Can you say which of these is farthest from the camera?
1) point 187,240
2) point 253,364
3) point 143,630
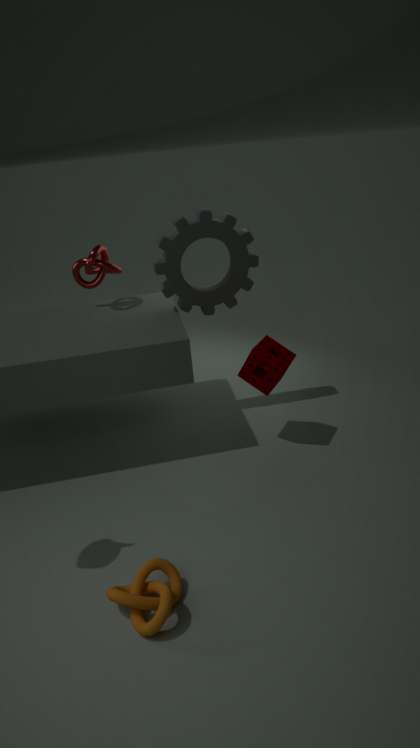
1. point 187,240
